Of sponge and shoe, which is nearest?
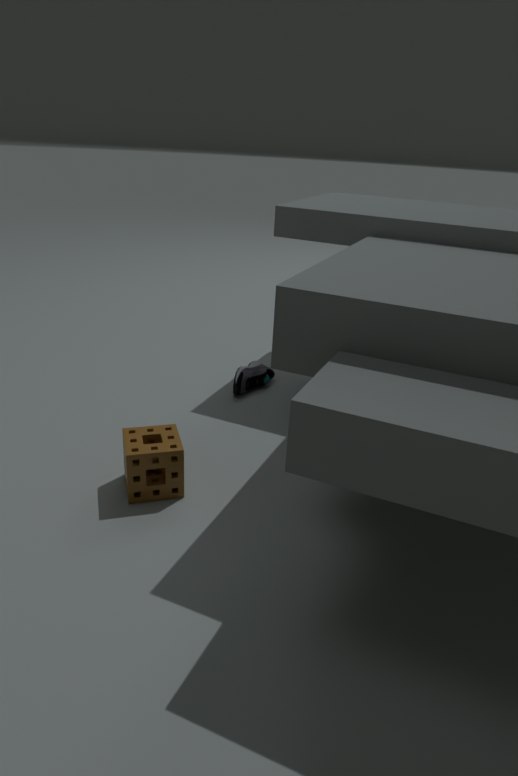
sponge
